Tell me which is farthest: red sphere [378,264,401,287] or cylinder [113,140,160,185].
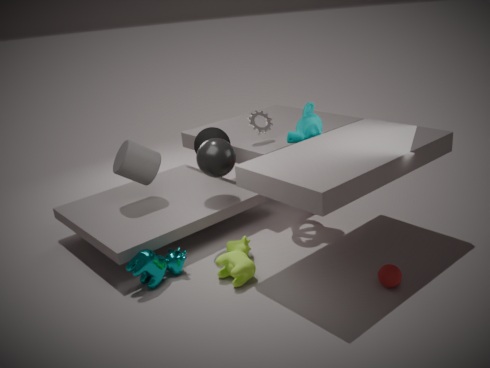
cylinder [113,140,160,185]
